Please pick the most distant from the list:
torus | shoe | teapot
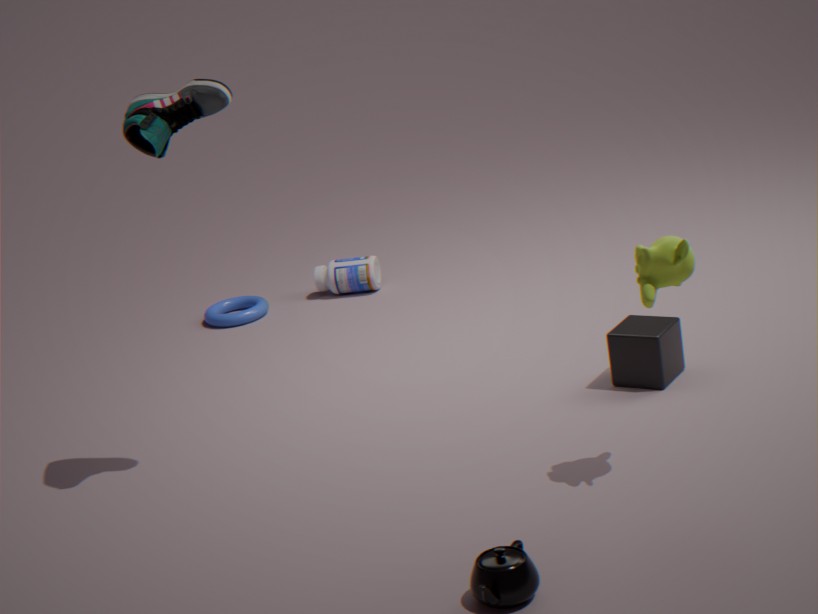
torus
